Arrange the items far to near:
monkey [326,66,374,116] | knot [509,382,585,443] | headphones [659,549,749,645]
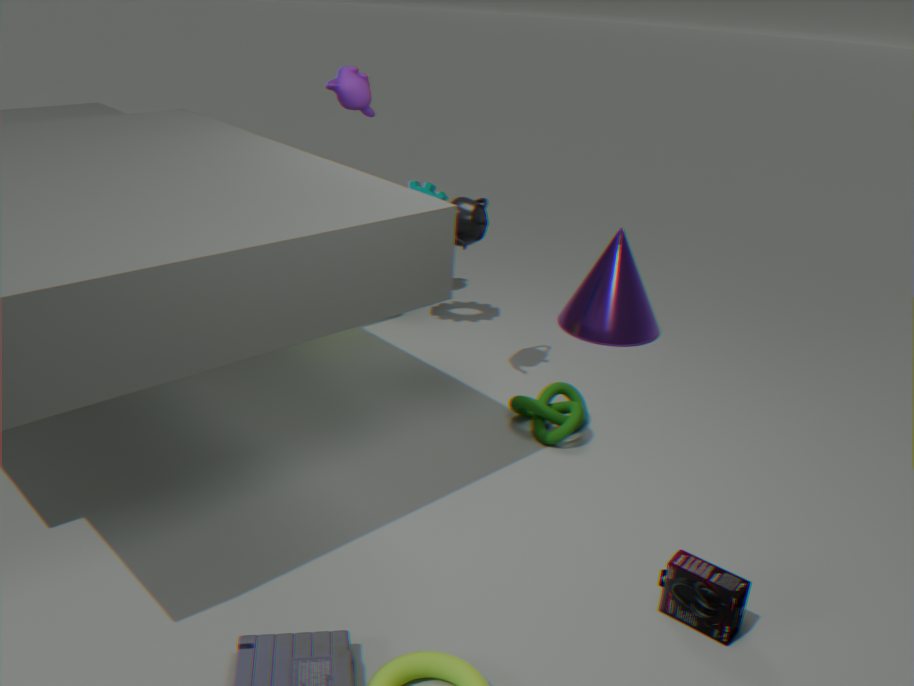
monkey [326,66,374,116] → knot [509,382,585,443] → headphones [659,549,749,645]
